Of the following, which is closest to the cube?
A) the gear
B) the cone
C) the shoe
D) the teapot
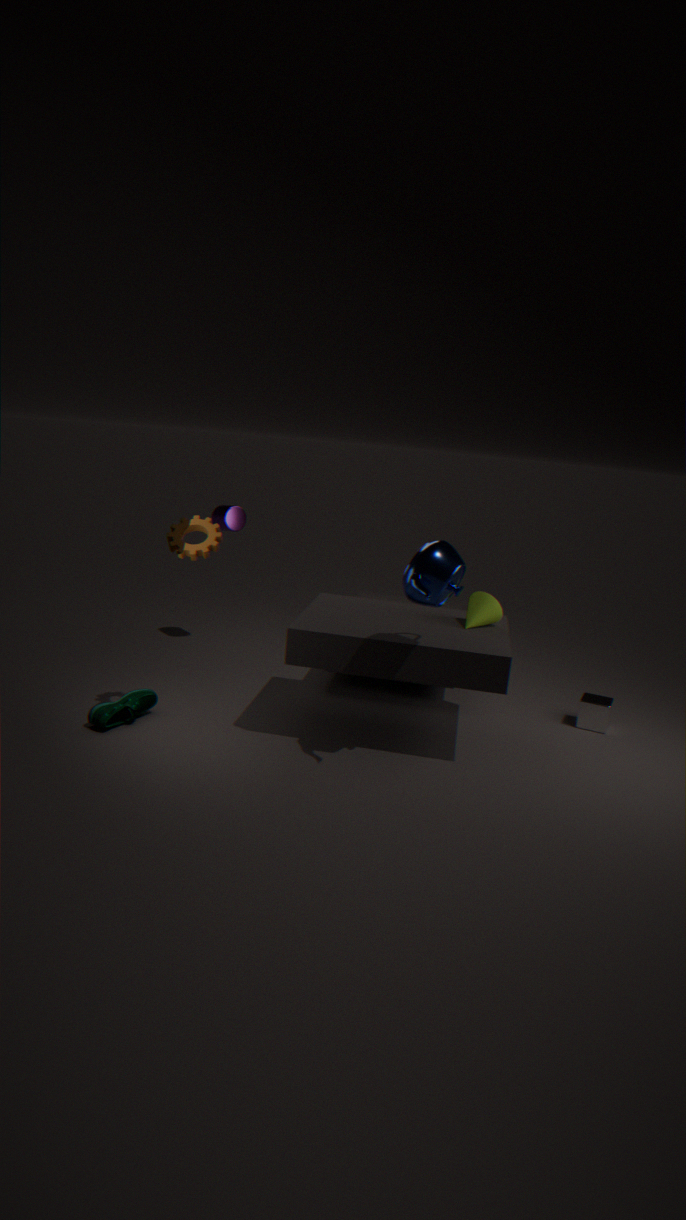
the cone
